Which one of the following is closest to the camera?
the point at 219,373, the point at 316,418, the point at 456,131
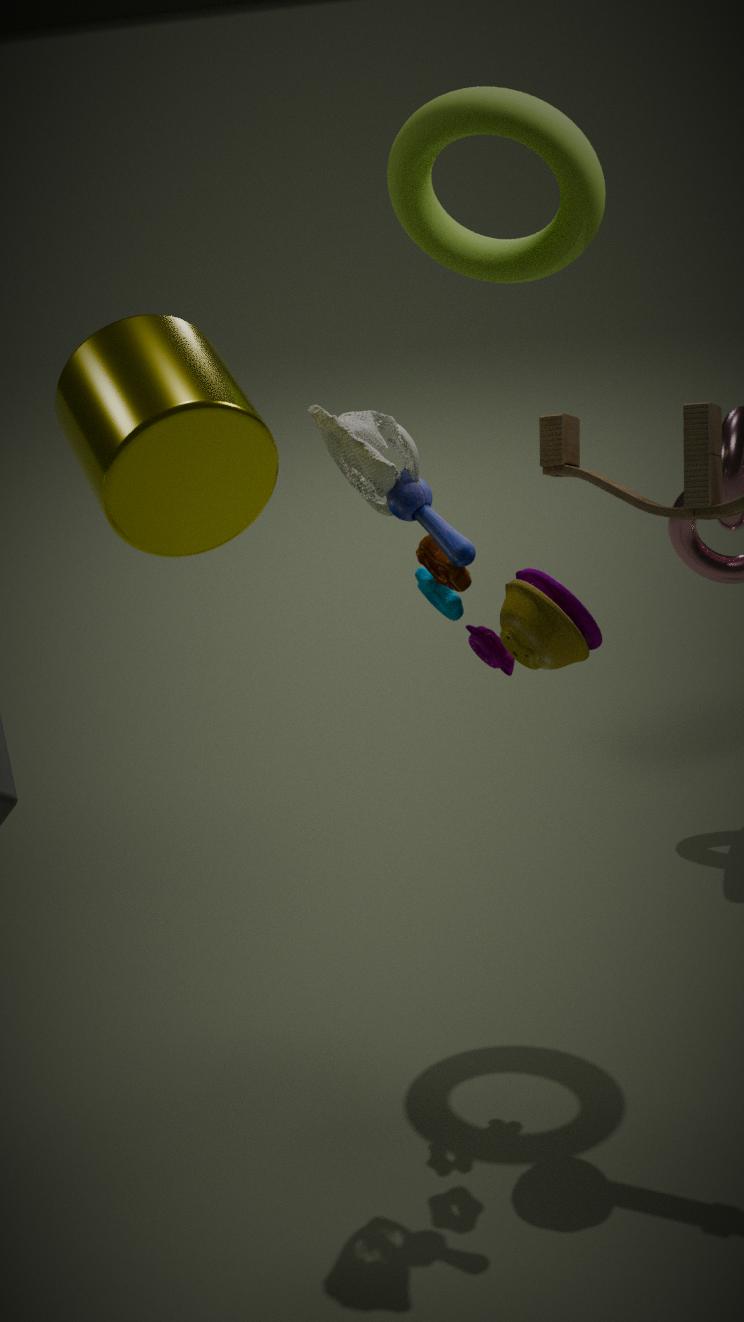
the point at 219,373
